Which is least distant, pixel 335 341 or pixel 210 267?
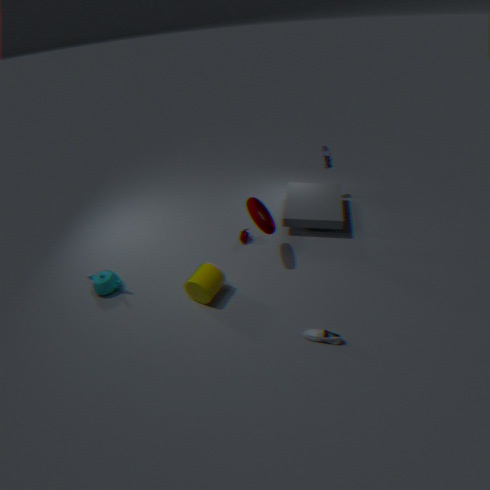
pixel 335 341
